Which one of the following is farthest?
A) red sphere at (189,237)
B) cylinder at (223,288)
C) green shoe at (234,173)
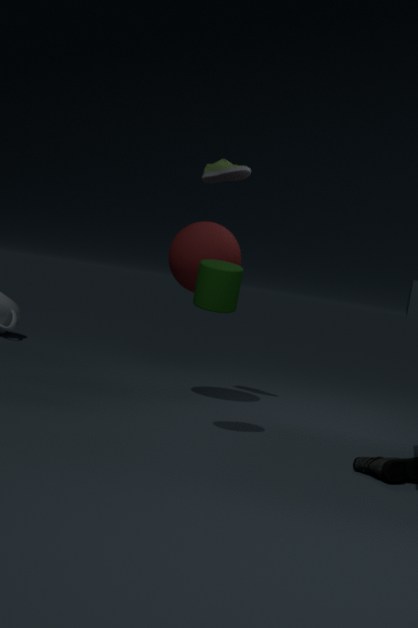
green shoe at (234,173)
